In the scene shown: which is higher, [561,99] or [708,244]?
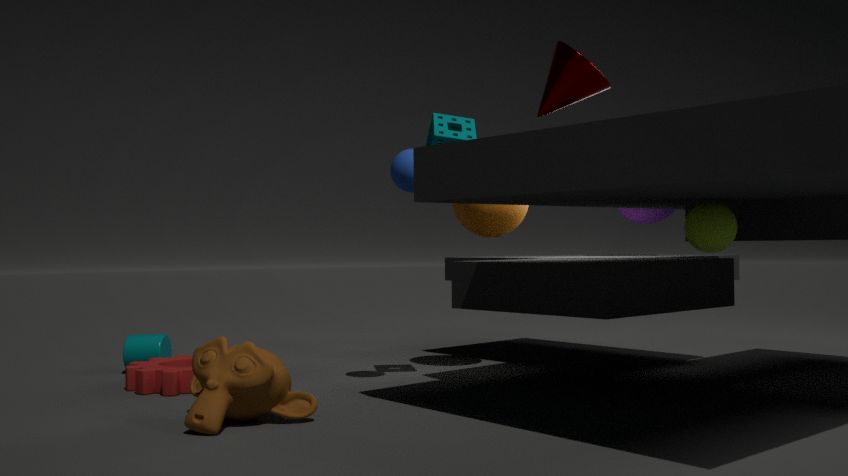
[561,99]
